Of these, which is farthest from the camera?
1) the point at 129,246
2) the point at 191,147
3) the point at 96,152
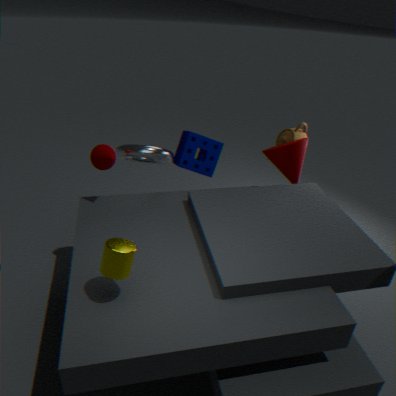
2. the point at 191,147
